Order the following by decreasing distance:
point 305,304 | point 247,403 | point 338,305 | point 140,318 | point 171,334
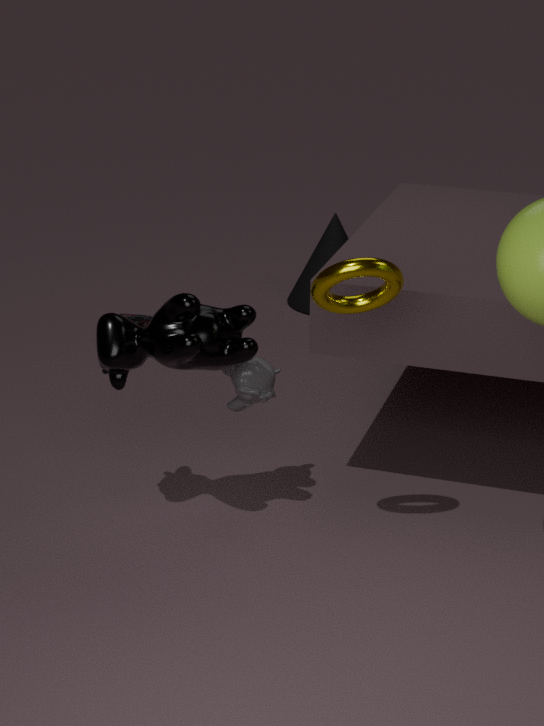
point 305,304, point 140,318, point 247,403, point 171,334, point 338,305
